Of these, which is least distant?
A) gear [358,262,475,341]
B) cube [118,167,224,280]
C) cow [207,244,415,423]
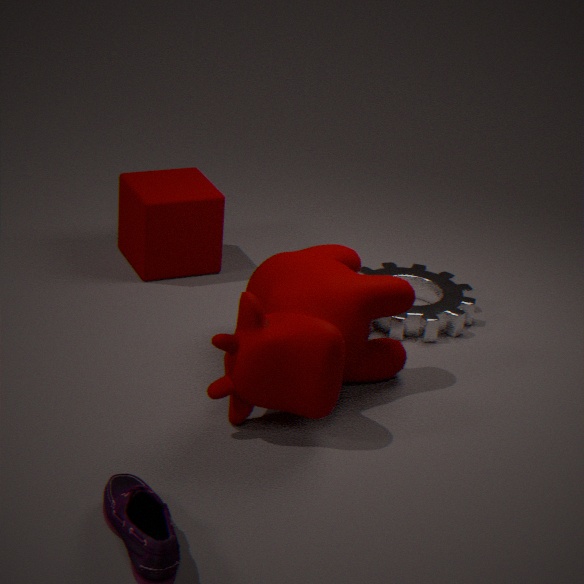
cow [207,244,415,423]
